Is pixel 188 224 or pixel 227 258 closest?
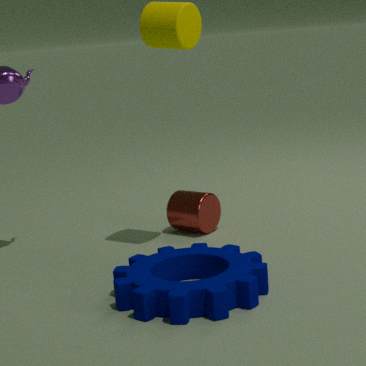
pixel 227 258
